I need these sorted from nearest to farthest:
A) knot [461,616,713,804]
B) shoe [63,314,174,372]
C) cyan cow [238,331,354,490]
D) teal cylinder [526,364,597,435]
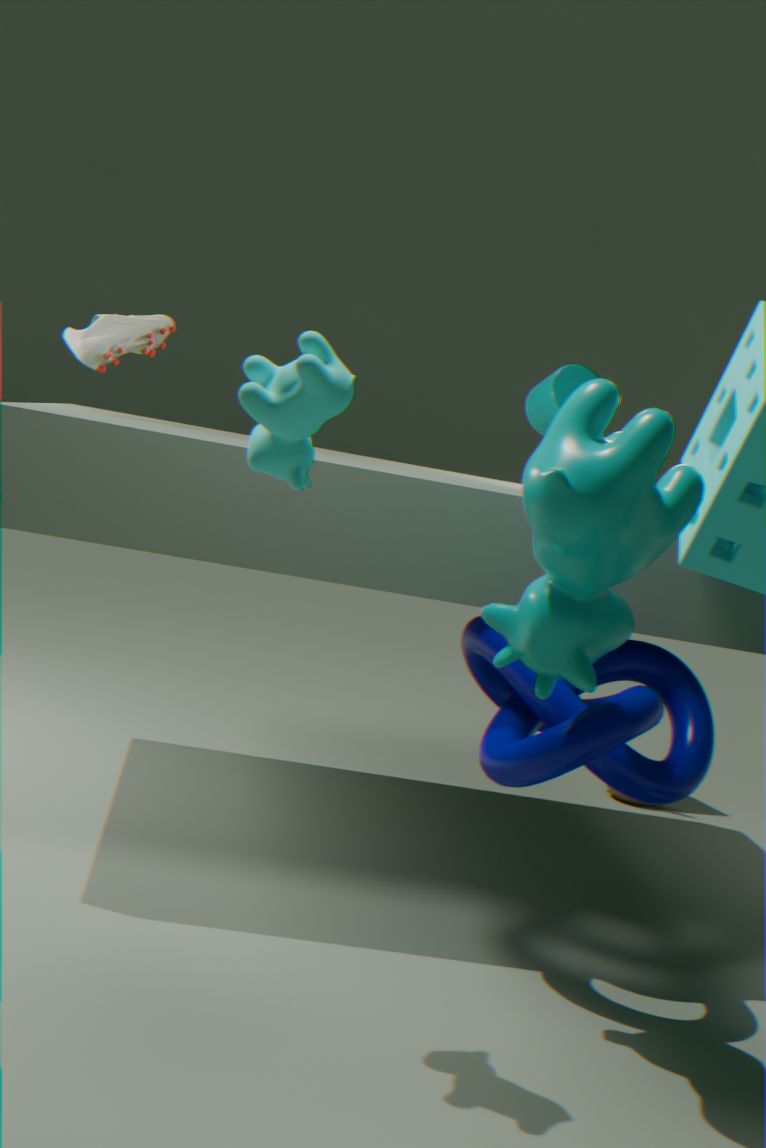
cyan cow [238,331,354,490]
knot [461,616,713,804]
shoe [63,314,174,372]
teal cylinder [526,364,597,435]
